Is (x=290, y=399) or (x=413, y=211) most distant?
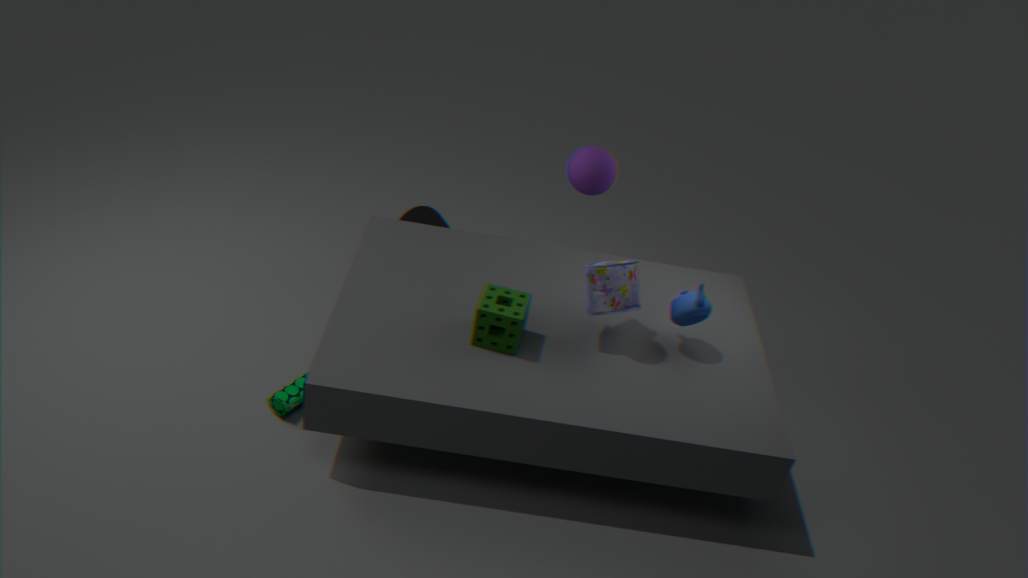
(x=413, y=211)
